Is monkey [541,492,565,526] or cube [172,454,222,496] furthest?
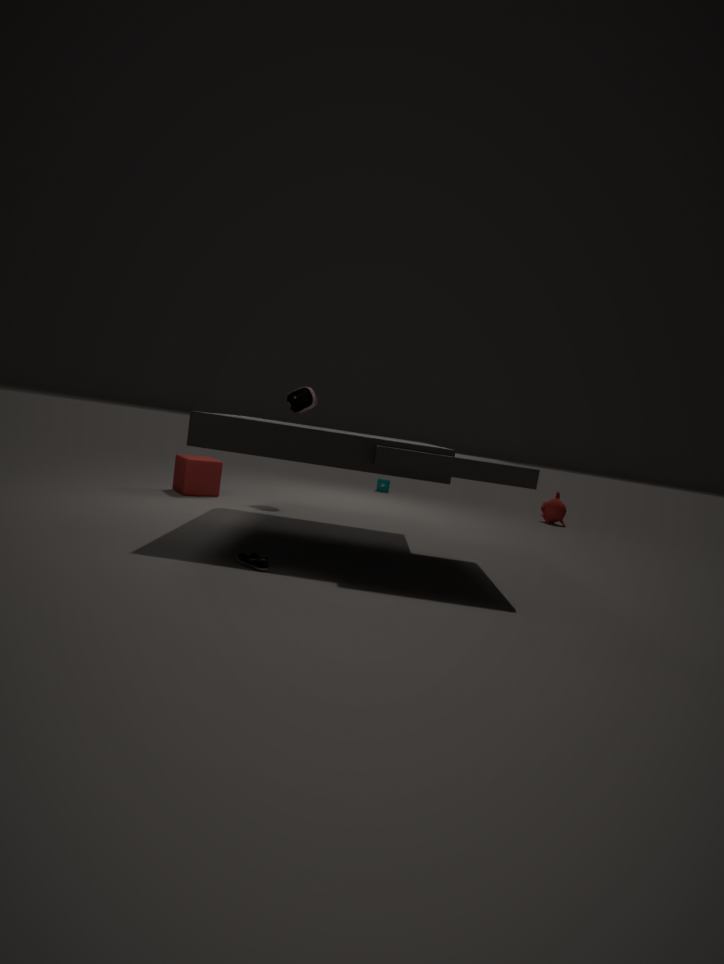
monkey [541,492,565,526]
